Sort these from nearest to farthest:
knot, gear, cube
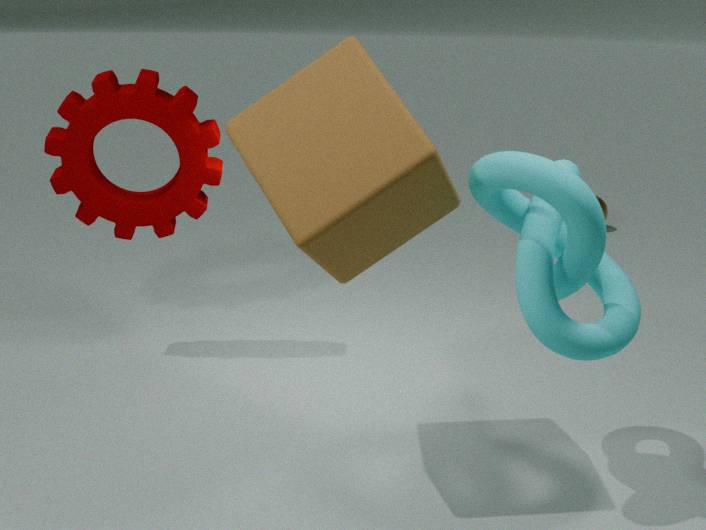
knot, cube, gear
